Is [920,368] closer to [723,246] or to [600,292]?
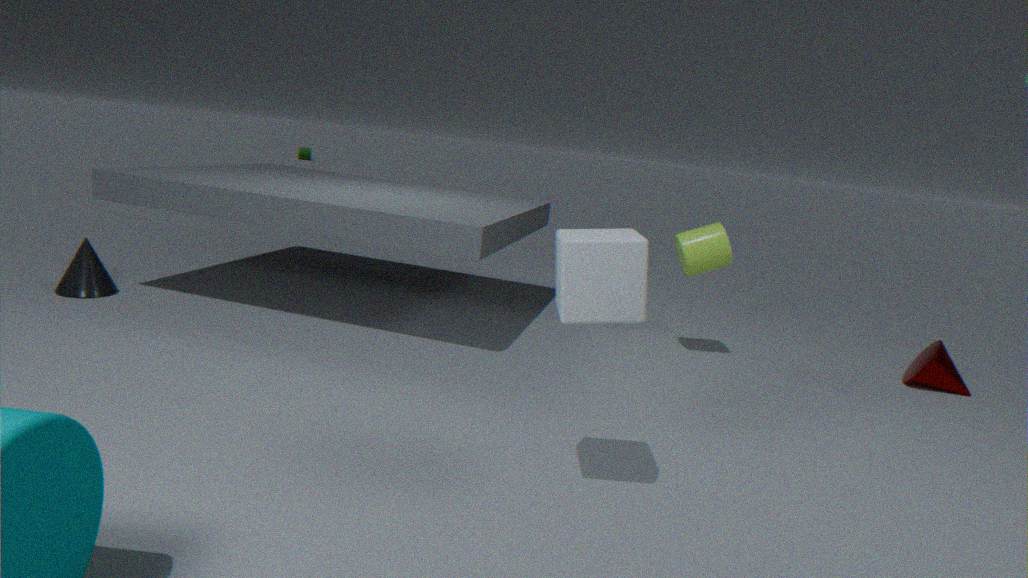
[723,246]
